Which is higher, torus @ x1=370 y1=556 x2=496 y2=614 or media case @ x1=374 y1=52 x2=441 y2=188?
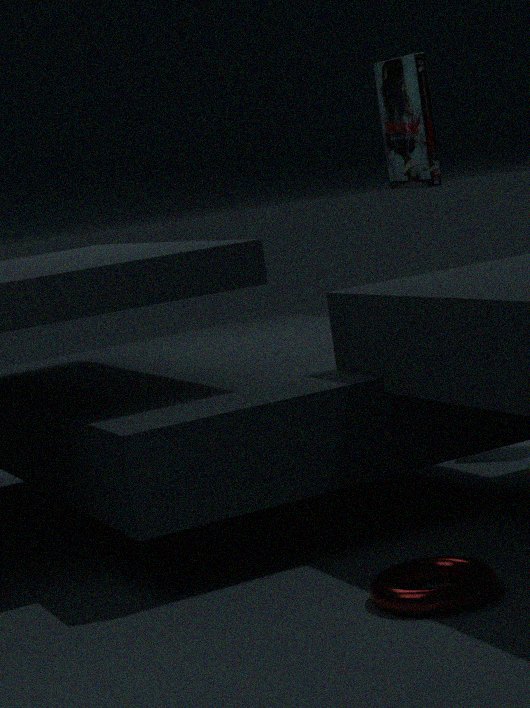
media case @ x1=374 y1=52 x2=441 y2=188
